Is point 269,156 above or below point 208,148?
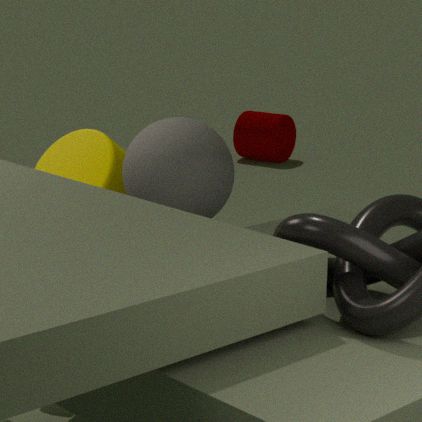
below
